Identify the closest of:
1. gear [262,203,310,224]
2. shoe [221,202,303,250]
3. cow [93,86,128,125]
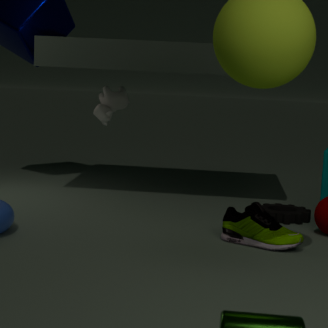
shoe [221,202,303,250]
